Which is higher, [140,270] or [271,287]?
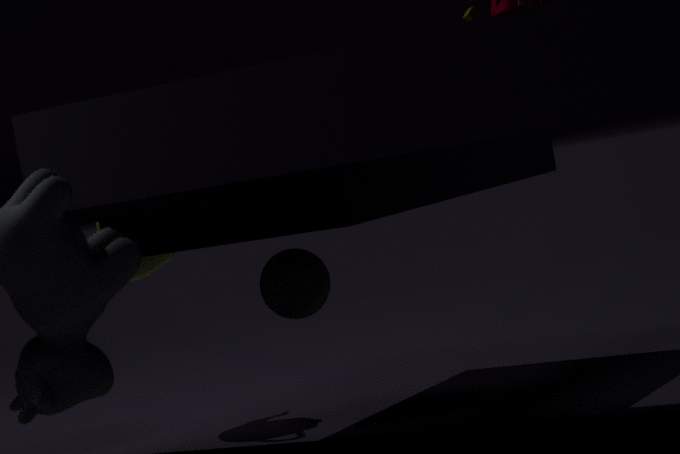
[140,270]
